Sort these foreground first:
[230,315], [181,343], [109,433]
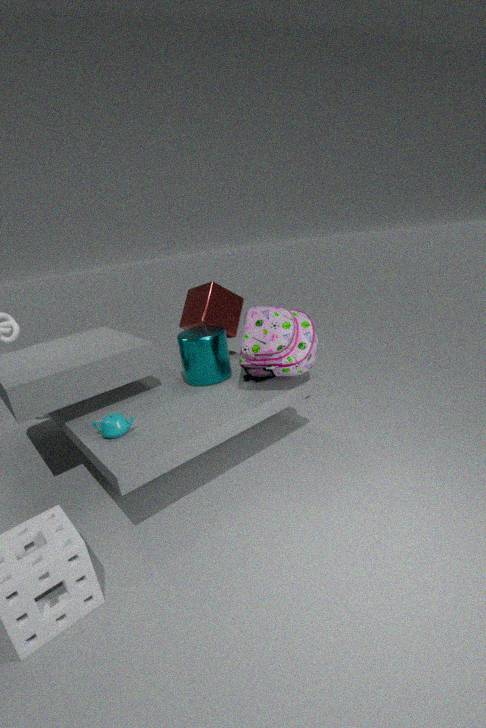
[109,433] → [181,343] → [230,315]
